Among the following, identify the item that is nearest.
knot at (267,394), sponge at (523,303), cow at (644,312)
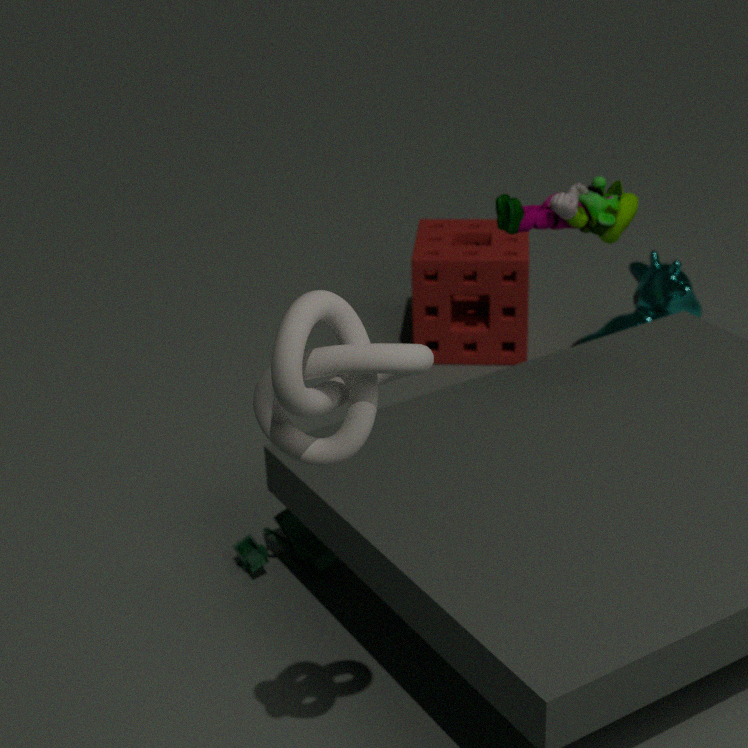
knot at (267,394)
